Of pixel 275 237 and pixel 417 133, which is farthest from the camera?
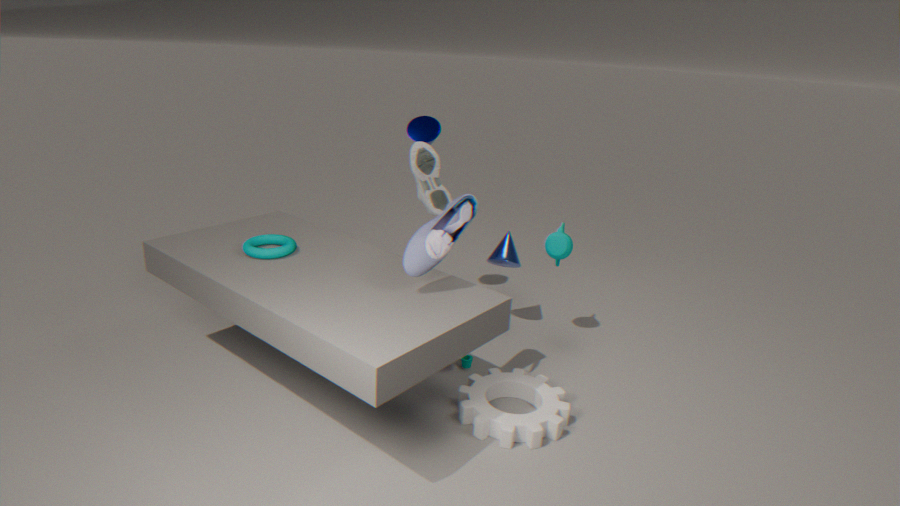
pixel 417 133
